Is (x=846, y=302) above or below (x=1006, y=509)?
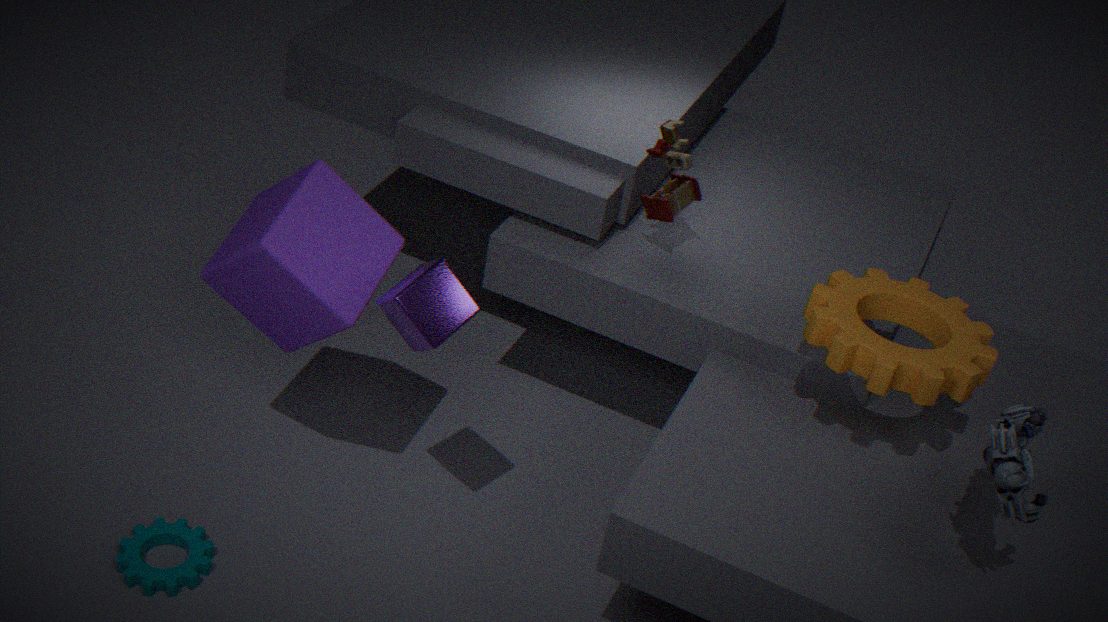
below
